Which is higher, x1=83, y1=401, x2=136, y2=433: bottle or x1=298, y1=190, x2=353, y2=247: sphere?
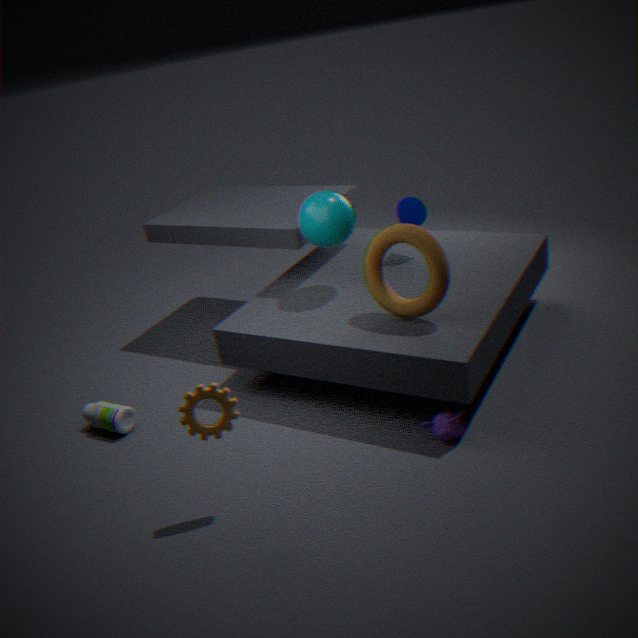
x1=298, y1=190, x2=353, y2=247: sphere
